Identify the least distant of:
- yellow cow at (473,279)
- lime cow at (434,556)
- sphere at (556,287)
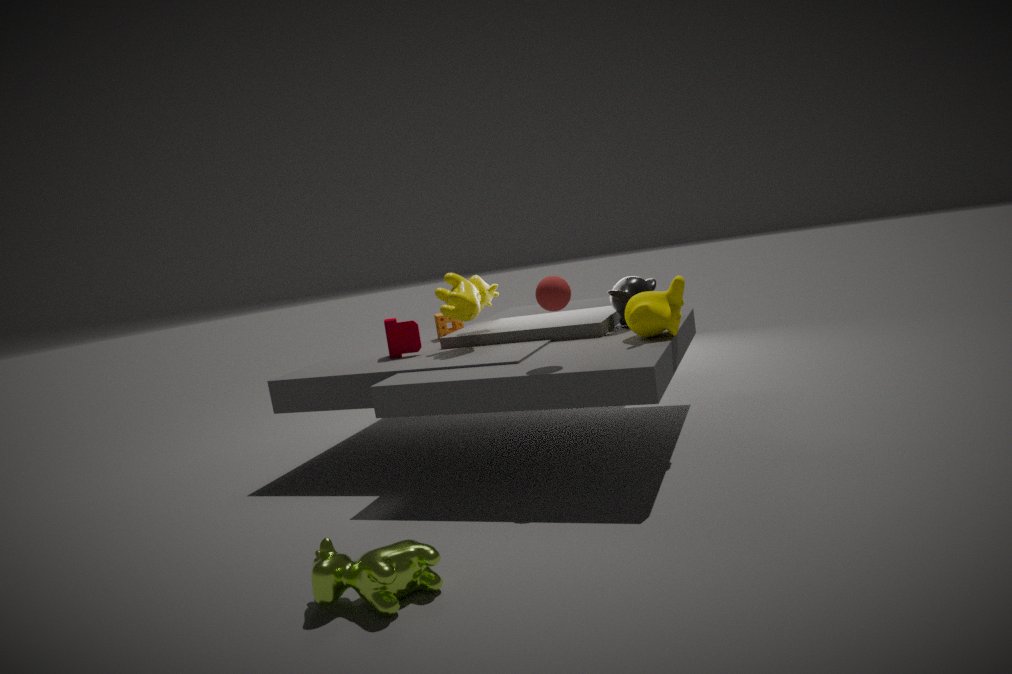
lime cow at (434,556)
